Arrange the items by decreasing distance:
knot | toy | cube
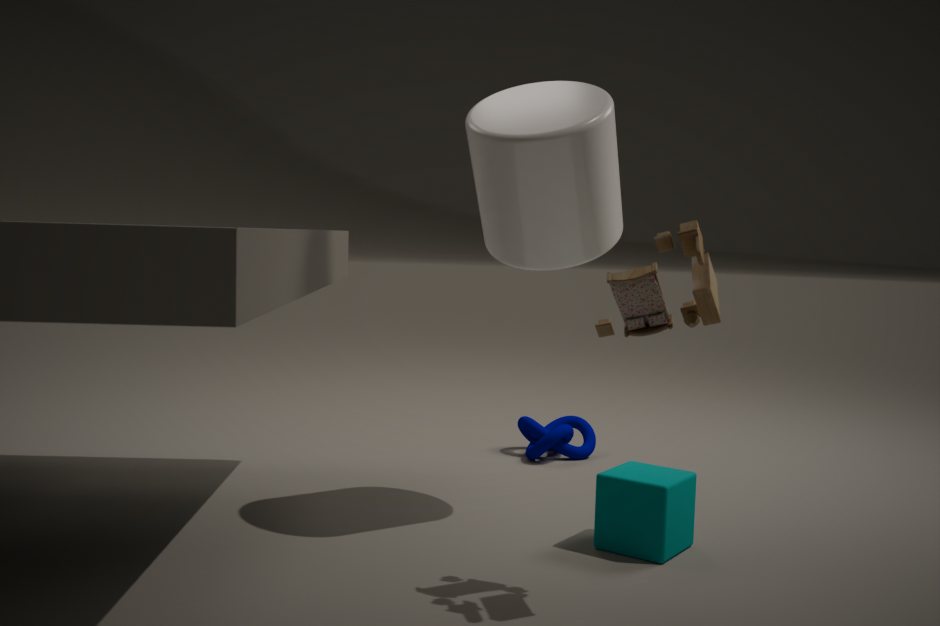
1. knot
2. cube
3. toy
